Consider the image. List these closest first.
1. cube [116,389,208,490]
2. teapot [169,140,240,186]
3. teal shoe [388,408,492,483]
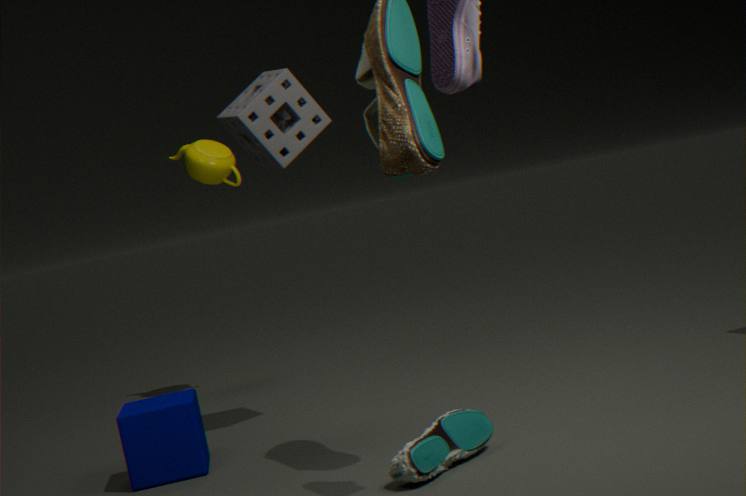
teal shoe [388,408,492,483]
cube [116,389,208,490]
teapot [169,140,240,186]
